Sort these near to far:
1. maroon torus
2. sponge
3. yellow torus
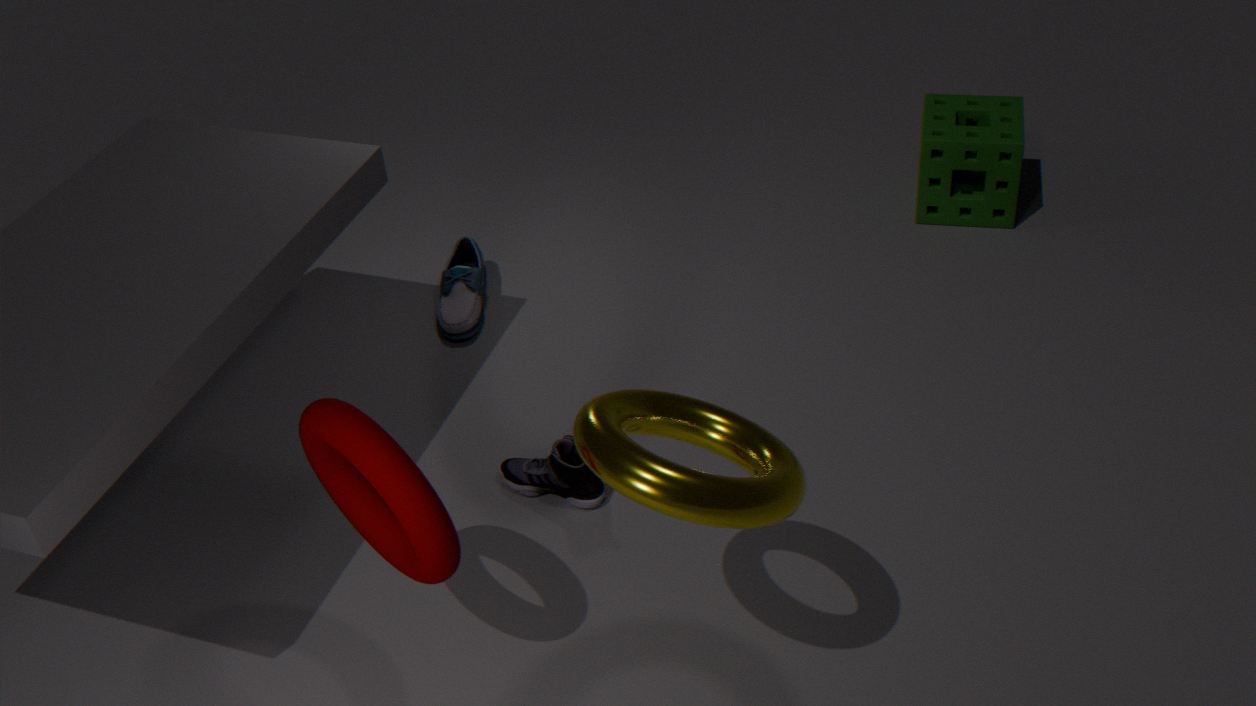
1. yellow torus
2. maroon torus
3. sponge
